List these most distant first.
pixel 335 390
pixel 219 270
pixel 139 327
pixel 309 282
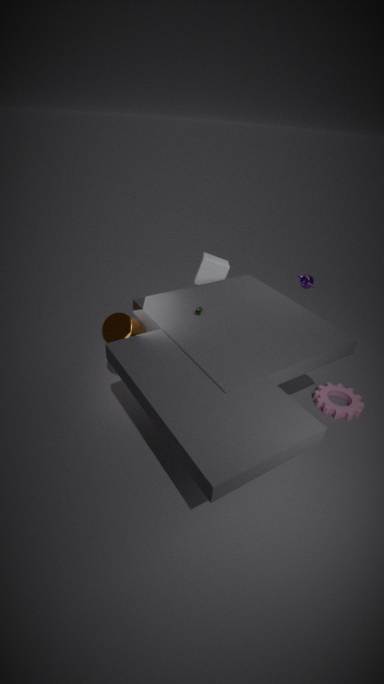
pixel 219 270, pixel 335 390, pixel 309 282, pixel 139 327
